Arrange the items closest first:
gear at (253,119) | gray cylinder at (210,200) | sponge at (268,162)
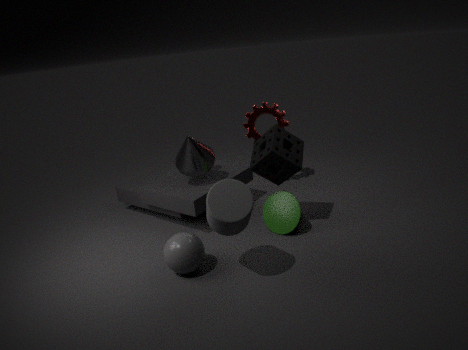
gray cylinder at (210,200) → sponge at (268,162) → gear at (253,119)
